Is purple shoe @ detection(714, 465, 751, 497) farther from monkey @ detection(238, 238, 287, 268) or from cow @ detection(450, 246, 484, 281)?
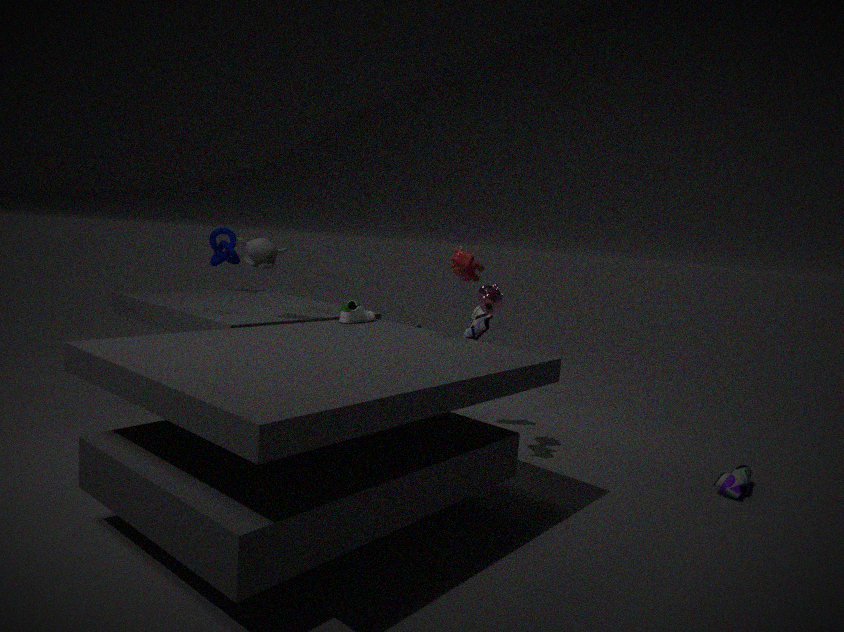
monkey @ detection(238, 238, 287, 268)
